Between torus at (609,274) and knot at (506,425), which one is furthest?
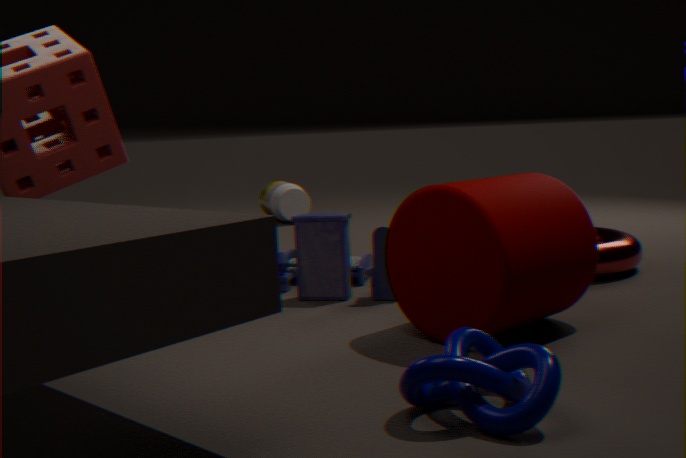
torus at (609,274)
